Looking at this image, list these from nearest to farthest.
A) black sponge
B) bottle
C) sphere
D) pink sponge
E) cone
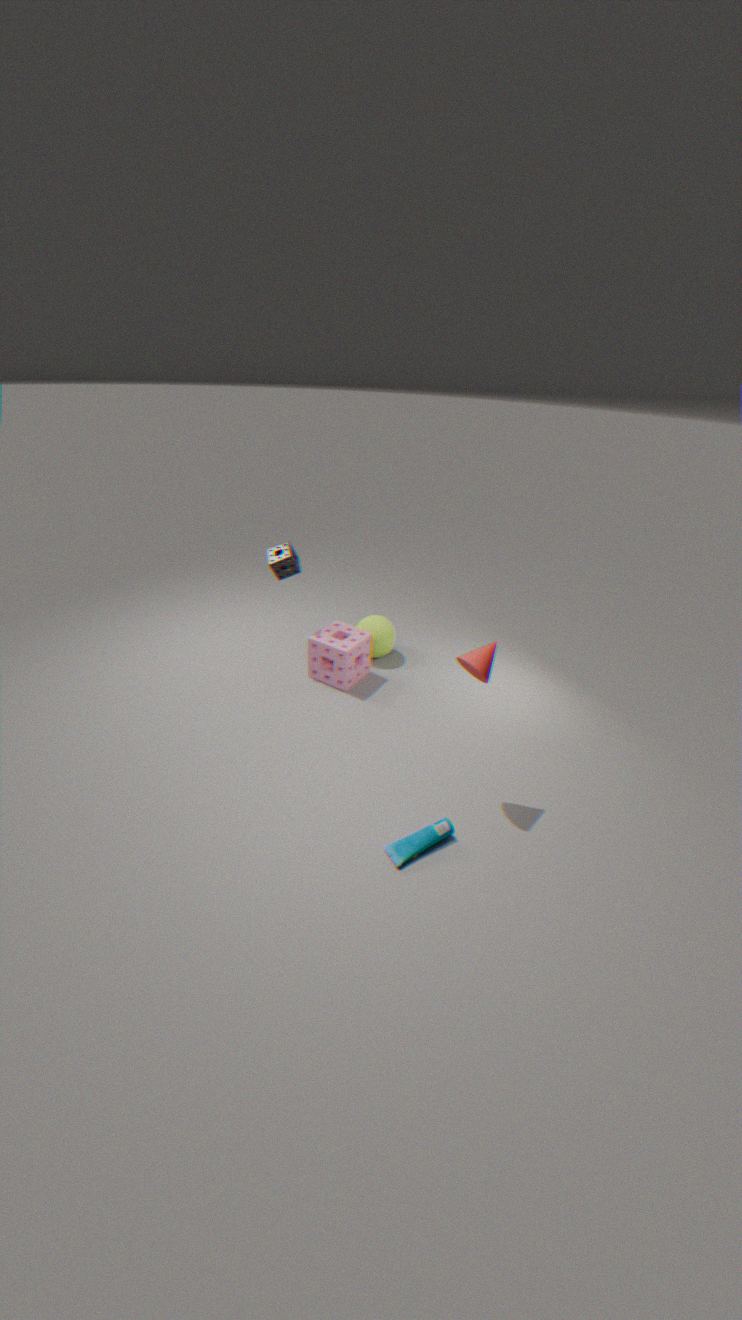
cone
bottle
black sponge
pink sponge
sphere
